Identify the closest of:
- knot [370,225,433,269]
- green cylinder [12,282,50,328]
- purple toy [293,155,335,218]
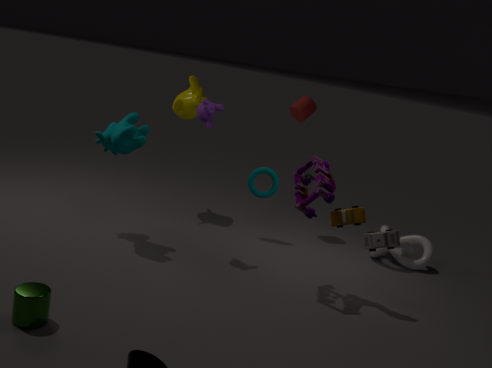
green cylinder [12,282,50,328]
